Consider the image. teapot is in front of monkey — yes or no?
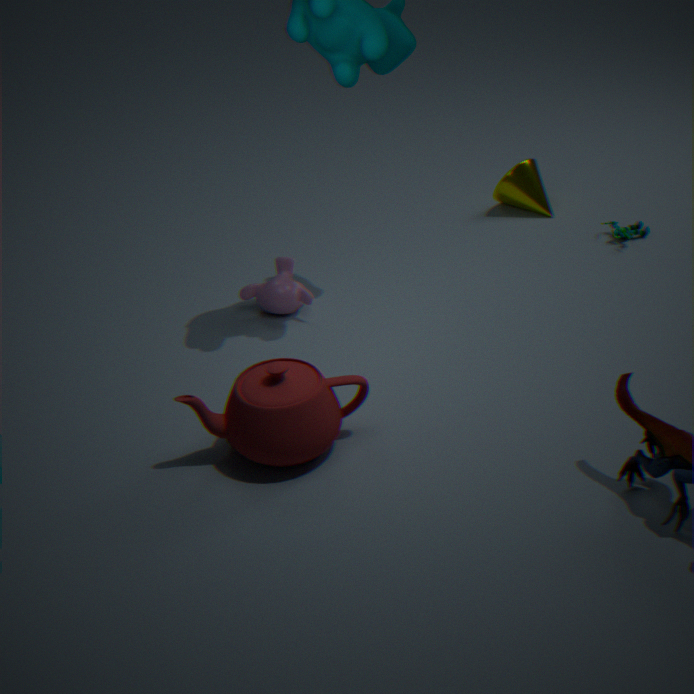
Yes
